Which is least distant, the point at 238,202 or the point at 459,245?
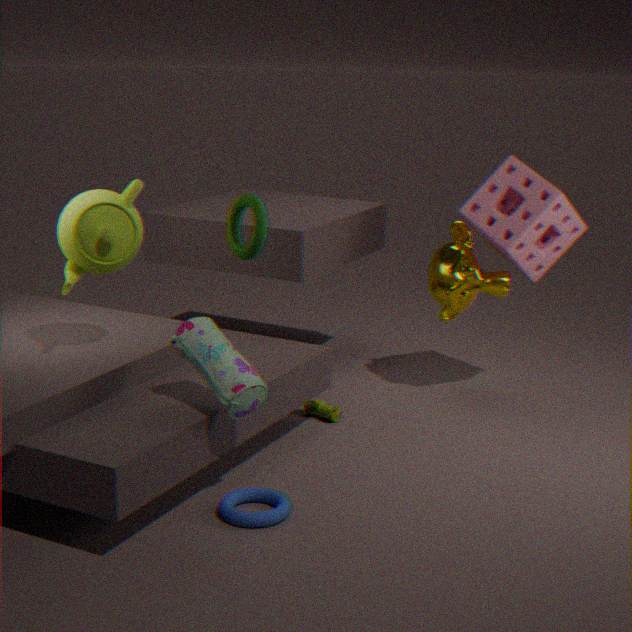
the point at 238,202
